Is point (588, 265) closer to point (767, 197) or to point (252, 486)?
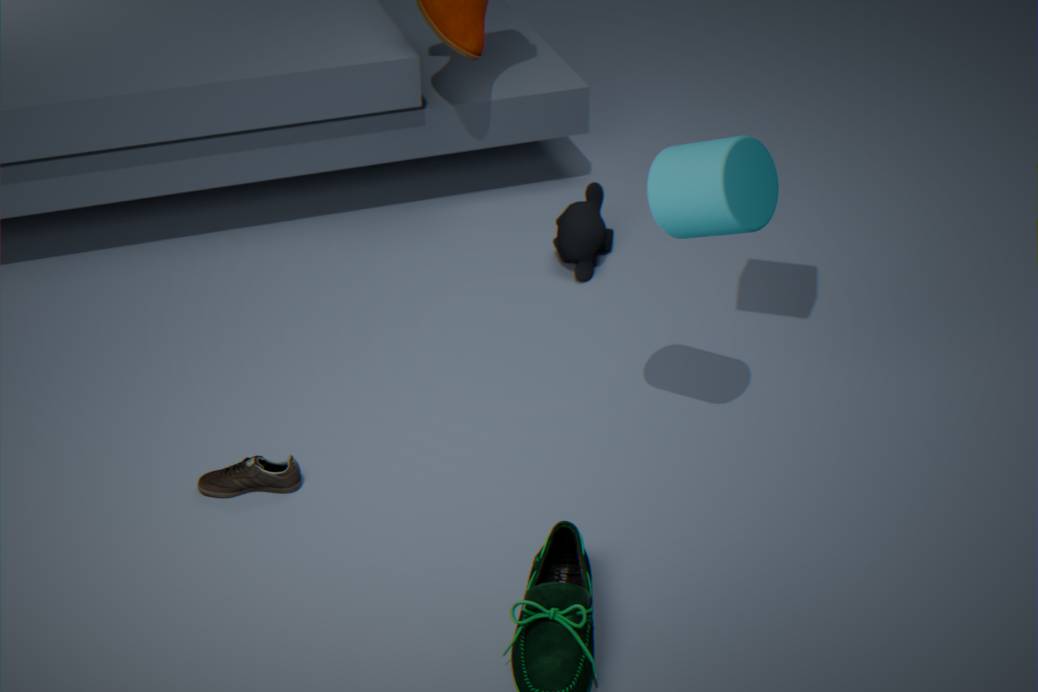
point (767, 197)
